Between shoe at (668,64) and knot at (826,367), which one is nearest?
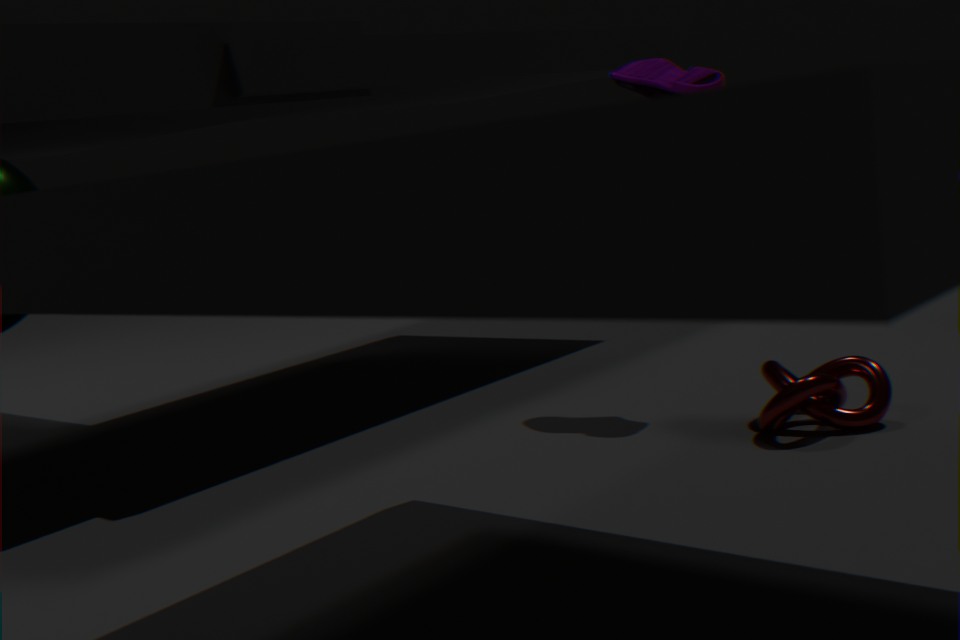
knot at (826,367)
